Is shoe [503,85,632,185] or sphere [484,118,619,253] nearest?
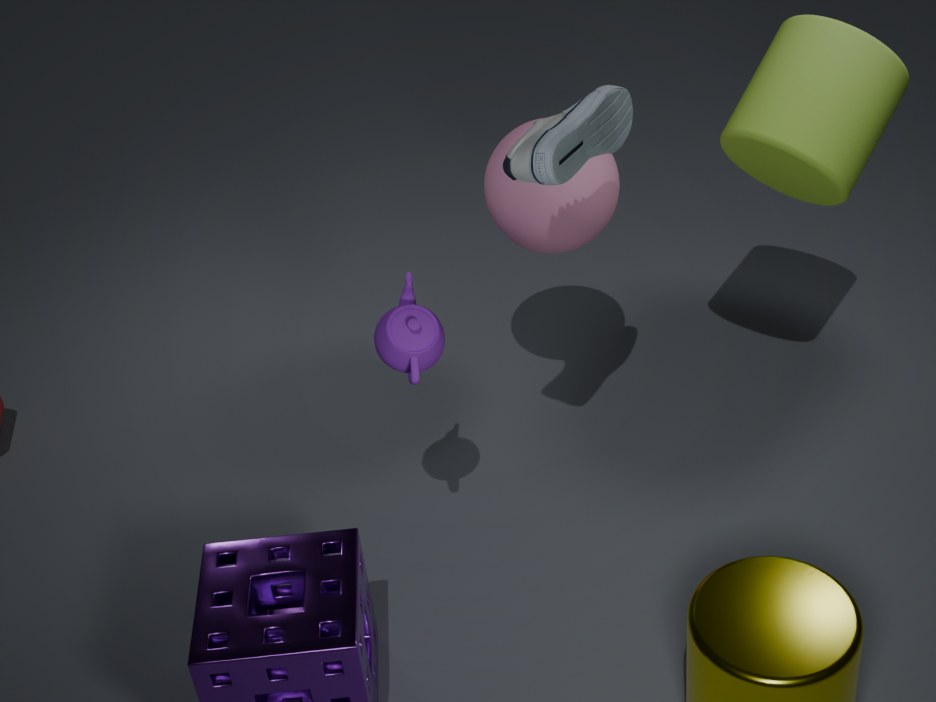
shoe [503,85,632,185]
